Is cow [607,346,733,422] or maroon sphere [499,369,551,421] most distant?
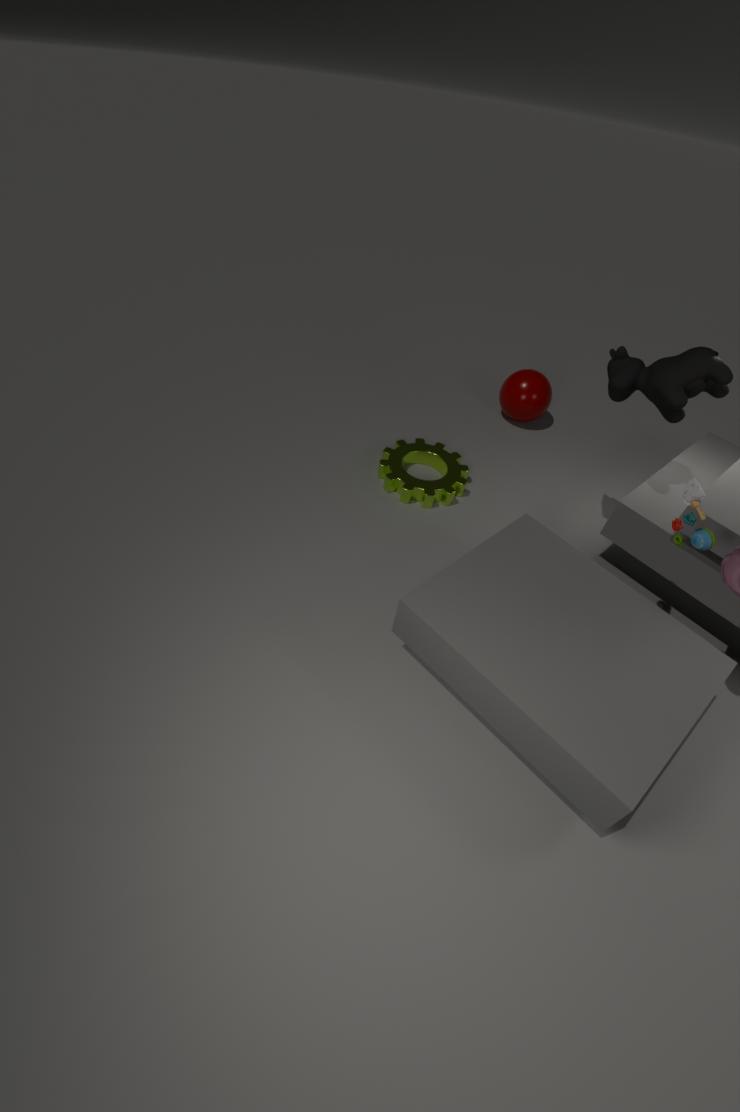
maroon sphere [499,369,551,421]
